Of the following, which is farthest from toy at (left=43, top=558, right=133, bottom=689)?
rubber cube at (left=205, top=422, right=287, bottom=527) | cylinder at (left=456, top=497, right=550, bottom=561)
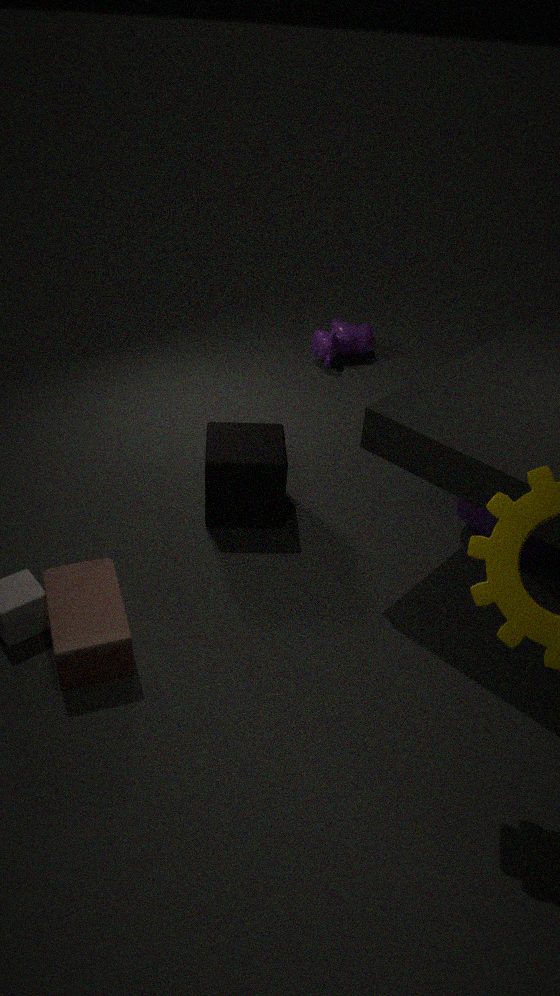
cylinder at (left=456, top=497, right=550, bottom=561)
